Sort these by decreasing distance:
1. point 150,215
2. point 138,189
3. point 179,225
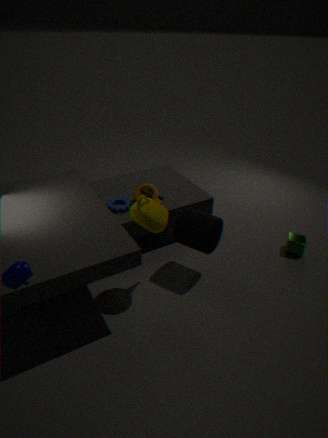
point 138,189 → point 179,225 → point 150,215
